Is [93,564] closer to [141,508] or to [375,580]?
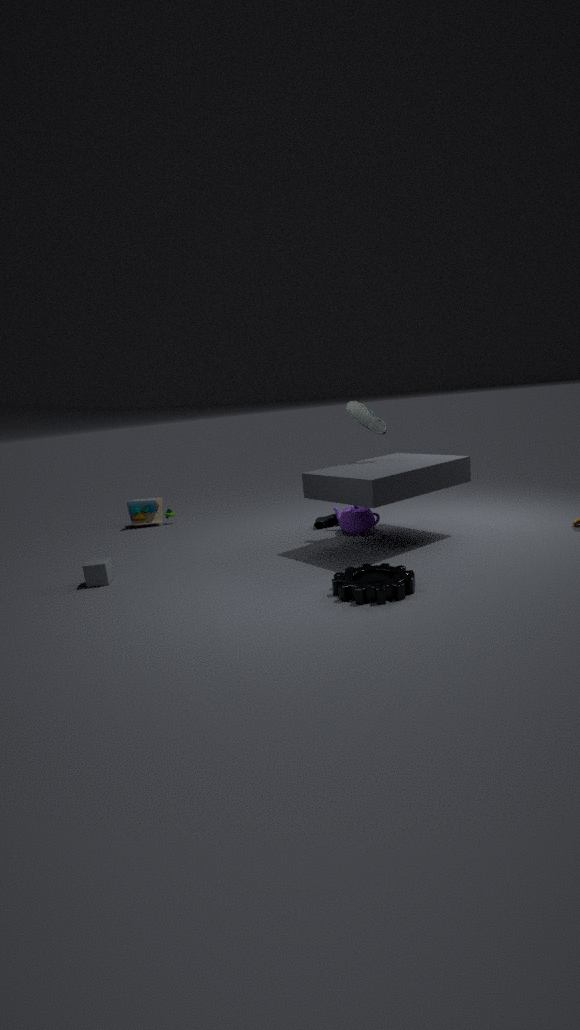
[141,508]
